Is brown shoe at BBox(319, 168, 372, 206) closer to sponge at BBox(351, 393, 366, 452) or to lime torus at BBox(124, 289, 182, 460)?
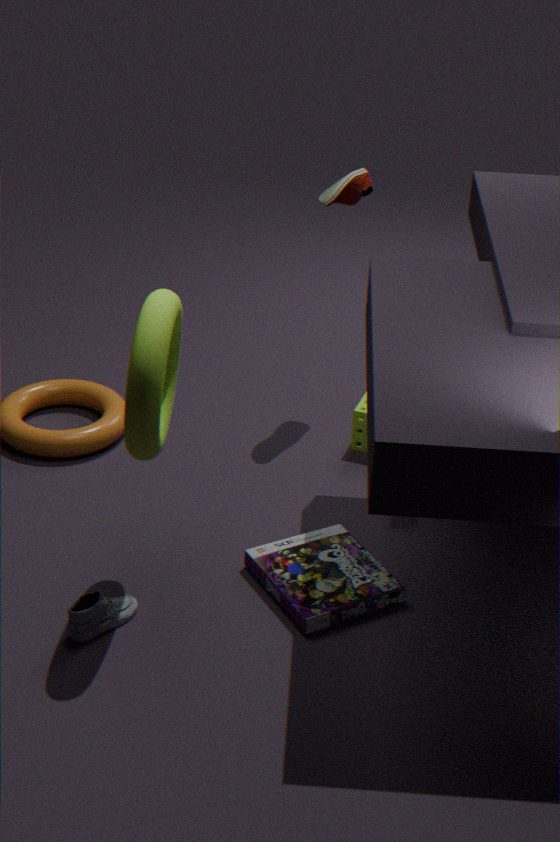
sponge at BBox(351, 393, 366, 452)
